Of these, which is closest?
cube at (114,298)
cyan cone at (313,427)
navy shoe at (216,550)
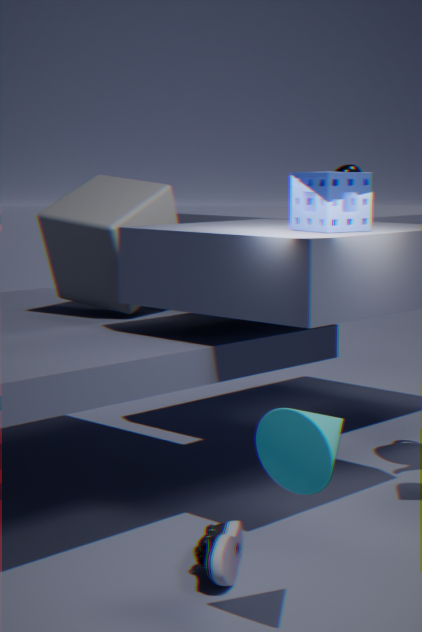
cyan cone at (313,427)
